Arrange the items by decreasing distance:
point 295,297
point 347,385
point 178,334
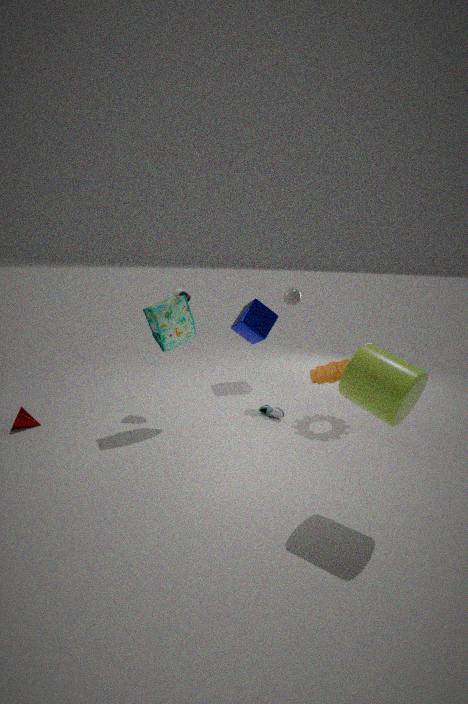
point 295,297
point 178,334
point 347,385
